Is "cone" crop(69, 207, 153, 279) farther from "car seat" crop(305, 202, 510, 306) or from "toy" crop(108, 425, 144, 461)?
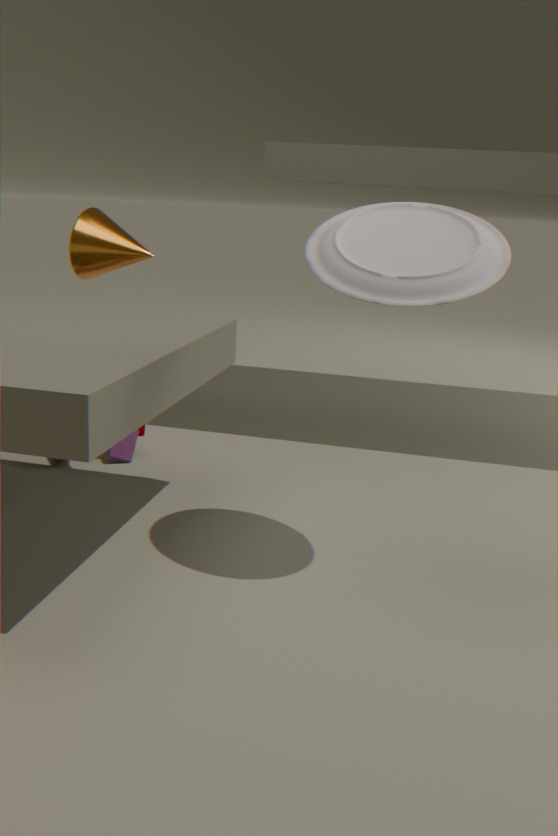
"car seat" crop(305, 202, 510, 306)
